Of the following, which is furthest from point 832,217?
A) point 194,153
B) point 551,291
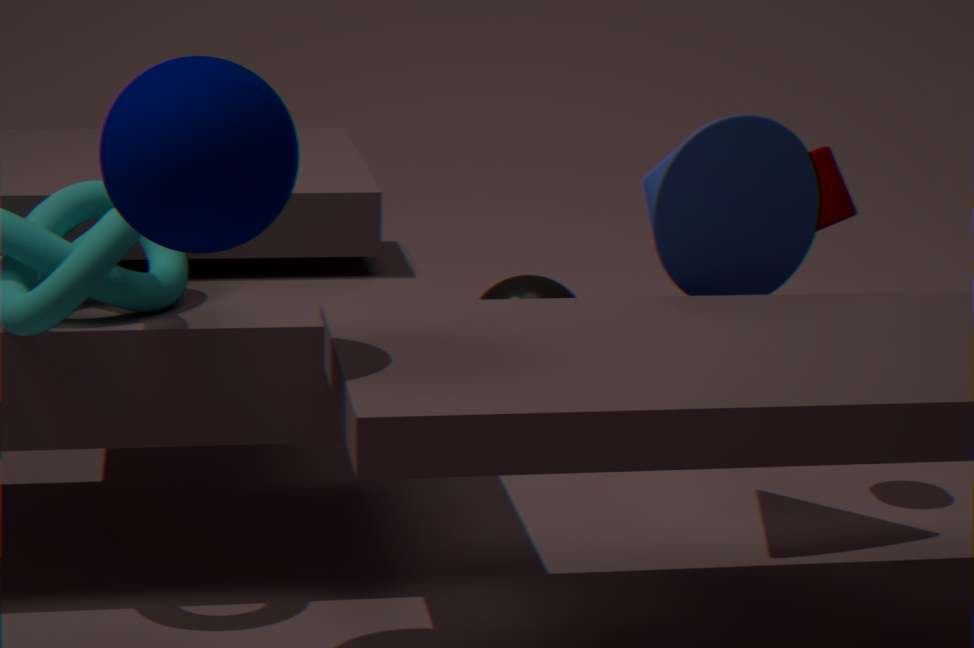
point 194,153
